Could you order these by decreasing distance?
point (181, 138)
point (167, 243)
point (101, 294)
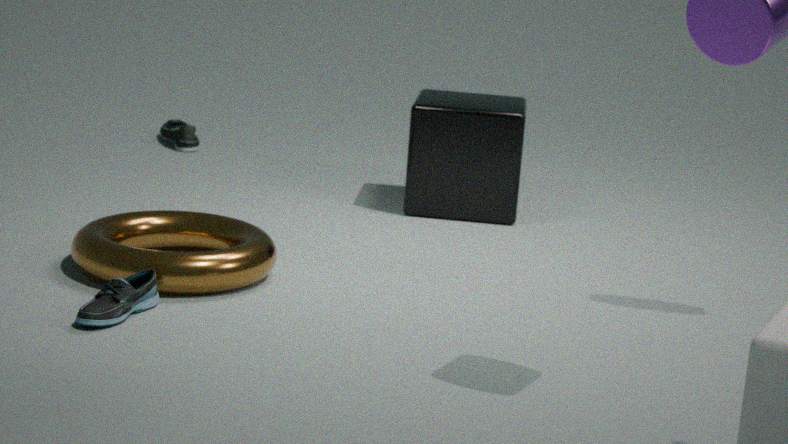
1. point (181, 138)
2. point (167, 243)
3. point (101, 294)
